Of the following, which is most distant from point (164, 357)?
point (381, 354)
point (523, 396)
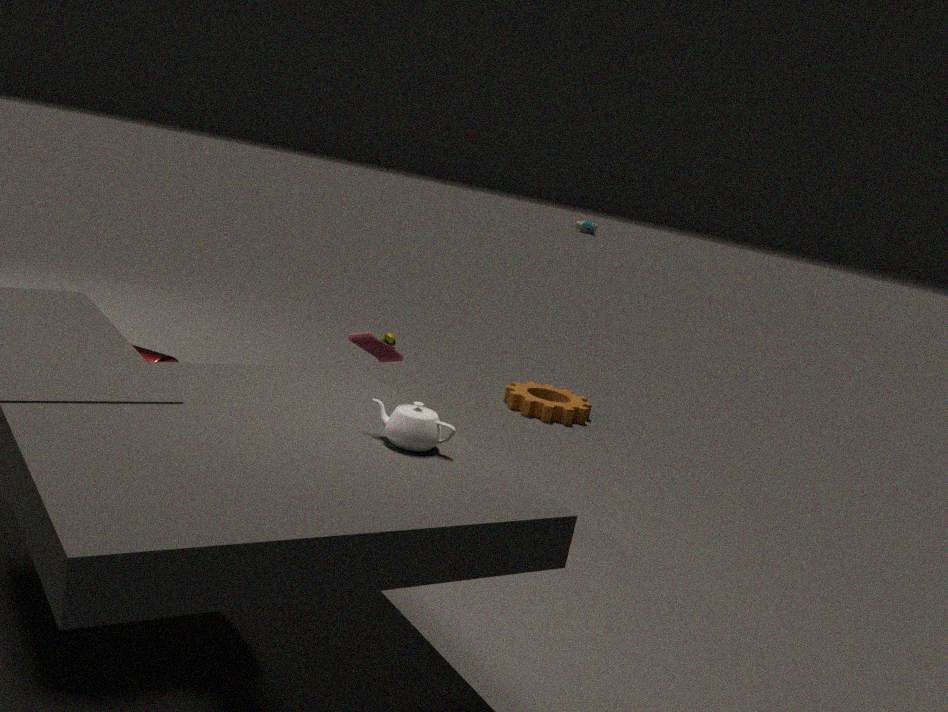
point (523, 396)
